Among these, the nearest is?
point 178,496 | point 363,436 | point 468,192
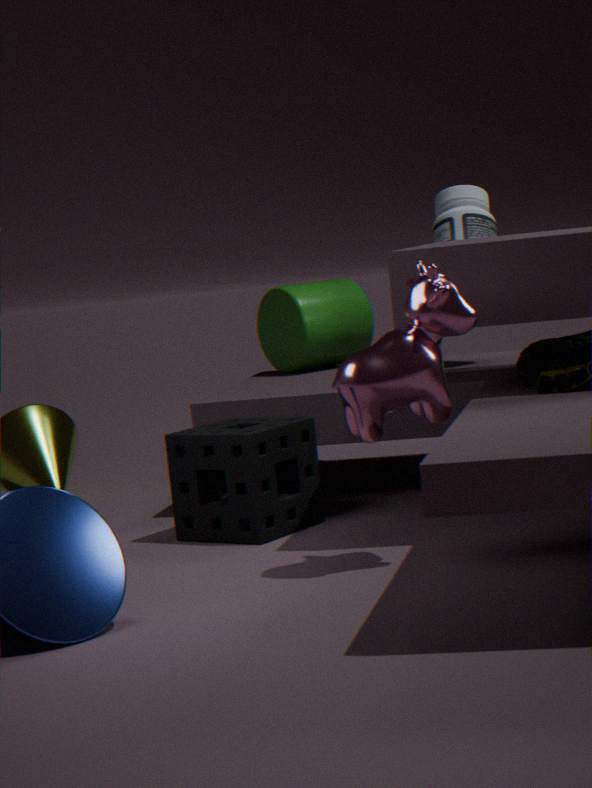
point 363,436
